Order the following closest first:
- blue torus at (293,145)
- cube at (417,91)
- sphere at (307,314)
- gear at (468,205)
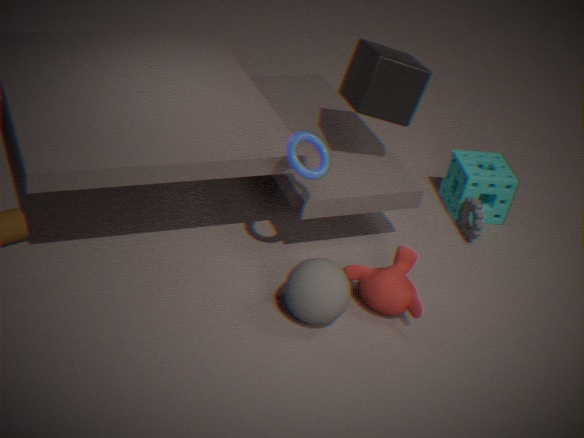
blue torus at (293,145) → sphere at (307,314) → cube at (417,91) → gear at (468,205)
